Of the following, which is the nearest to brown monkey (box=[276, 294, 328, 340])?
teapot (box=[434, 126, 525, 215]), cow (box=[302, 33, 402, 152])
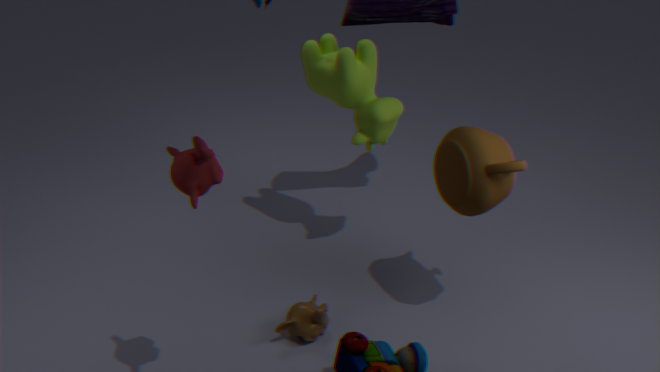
teapot (box=[434, 126, 525, 215])
